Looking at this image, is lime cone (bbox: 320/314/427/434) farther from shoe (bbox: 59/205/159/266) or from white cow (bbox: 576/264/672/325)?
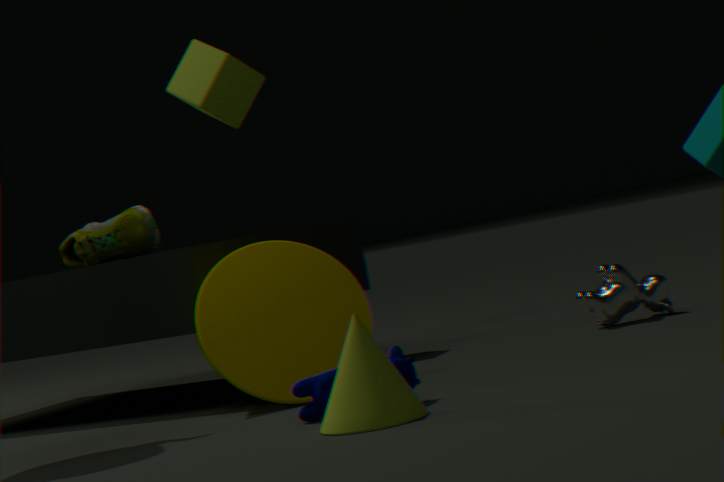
shoe (bbox: 59/205/159/266)
